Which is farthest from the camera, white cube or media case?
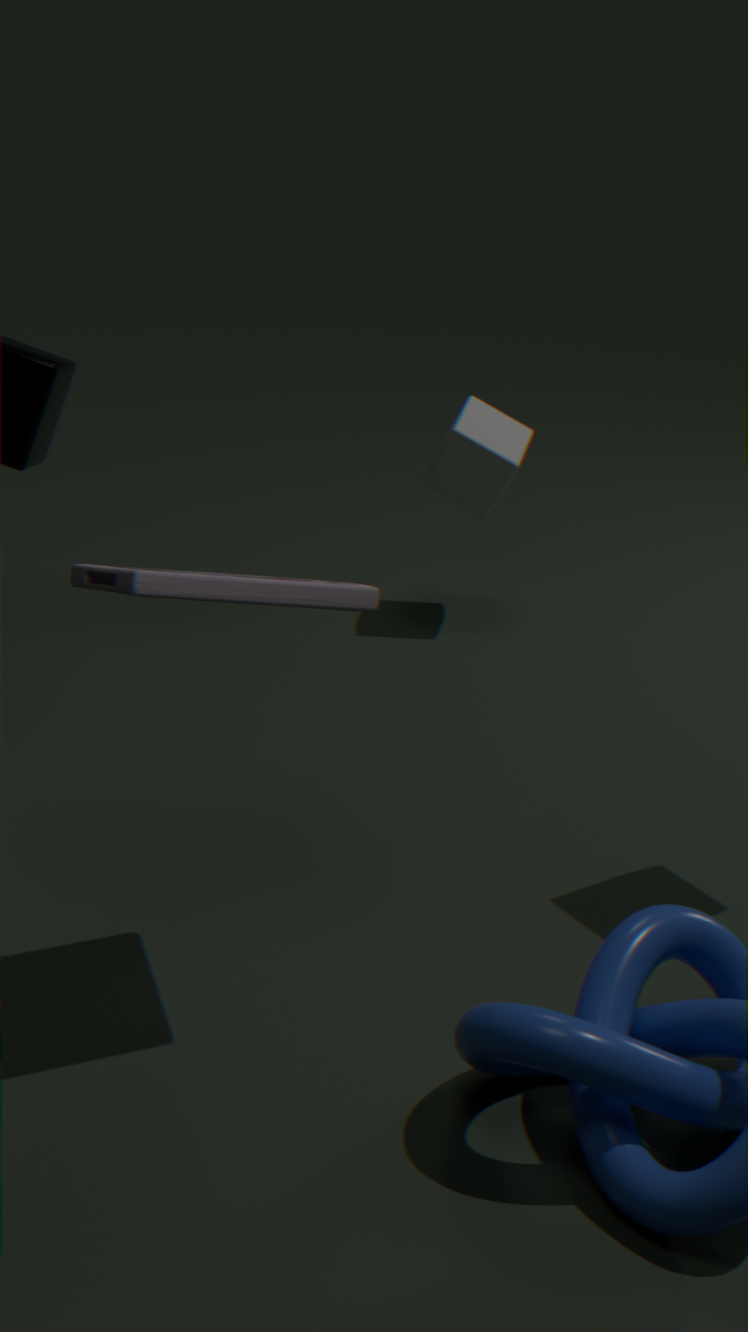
white cube
